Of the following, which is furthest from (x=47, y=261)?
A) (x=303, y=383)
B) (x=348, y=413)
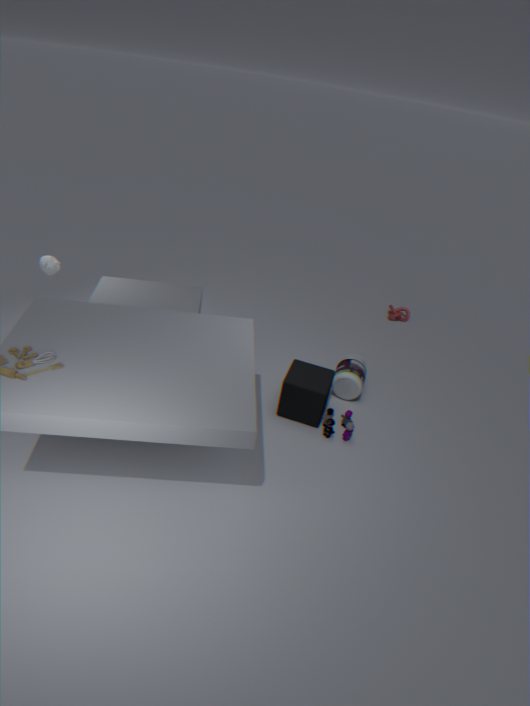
(x=348, y=413)
